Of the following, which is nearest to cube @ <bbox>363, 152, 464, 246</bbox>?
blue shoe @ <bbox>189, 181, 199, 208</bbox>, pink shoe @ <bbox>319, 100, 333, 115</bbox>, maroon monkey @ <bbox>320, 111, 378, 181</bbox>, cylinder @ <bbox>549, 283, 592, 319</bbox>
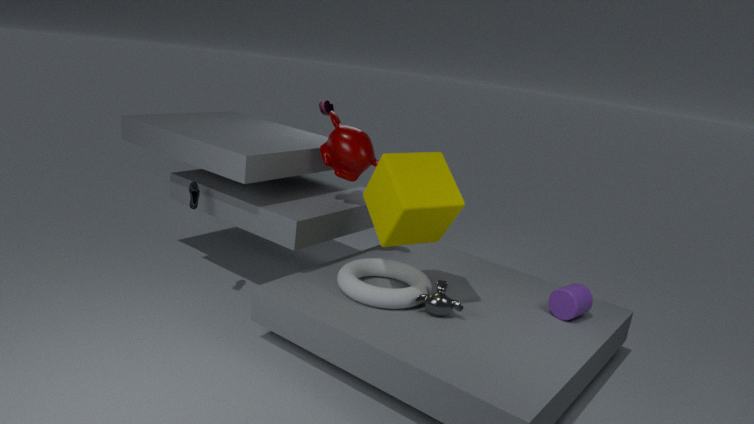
maroon monkey @ <bbox>320, 111, 378, 181</bbox>
